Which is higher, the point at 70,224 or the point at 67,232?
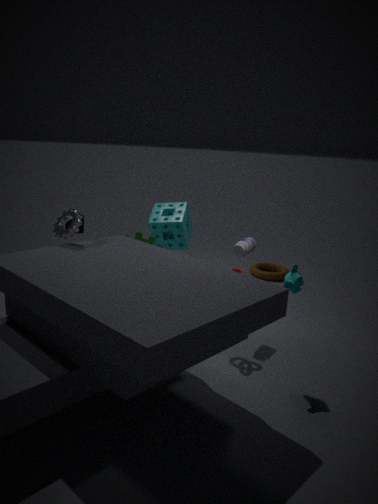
the point at 67,232
